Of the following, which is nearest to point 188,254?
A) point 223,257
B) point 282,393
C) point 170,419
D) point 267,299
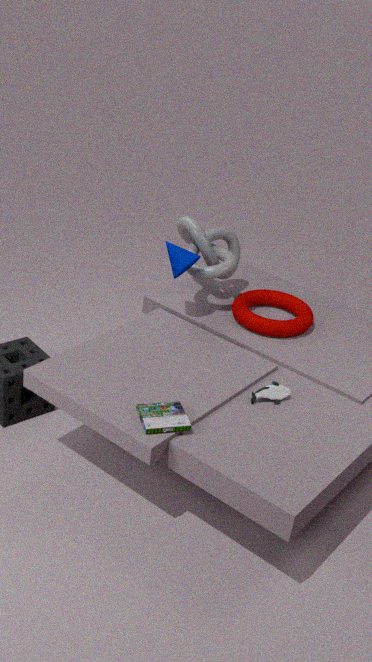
point 223,257
